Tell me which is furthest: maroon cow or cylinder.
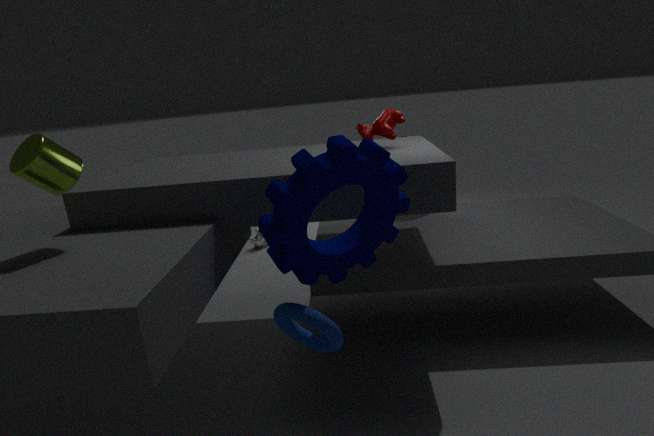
maroon cow
